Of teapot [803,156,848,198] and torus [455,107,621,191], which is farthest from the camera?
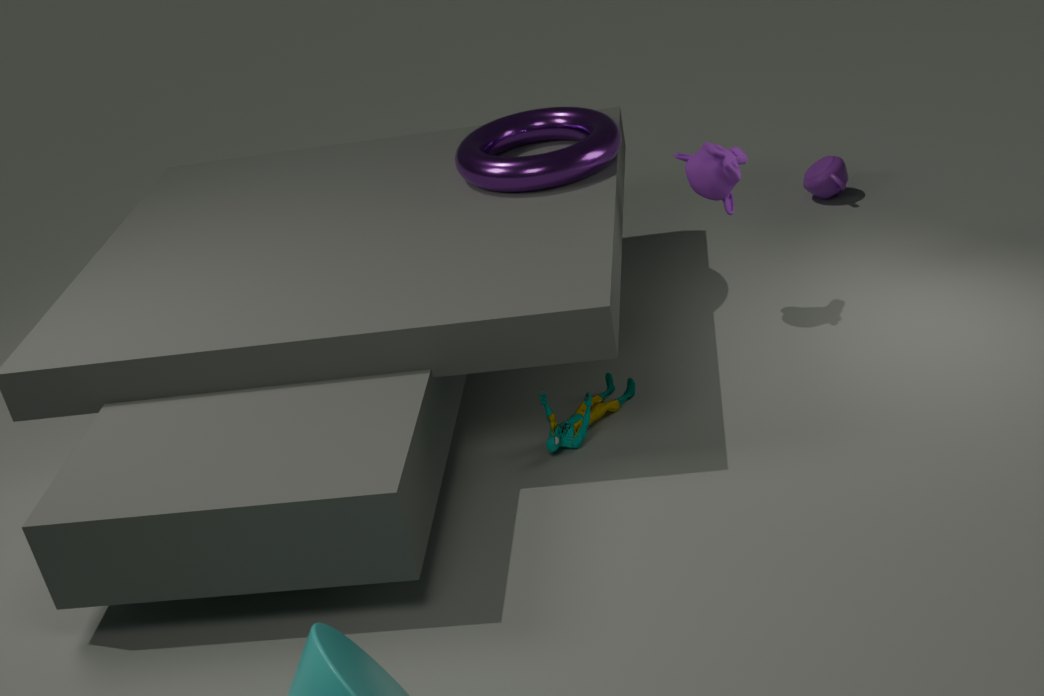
teapot [803,156,848,198]
